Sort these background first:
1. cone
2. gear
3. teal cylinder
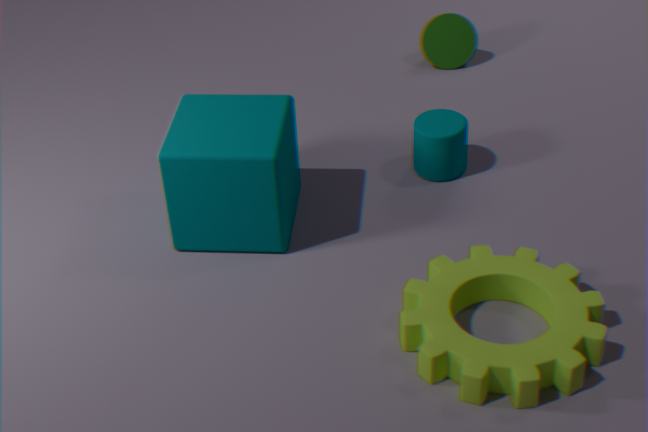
1. cone
2. teal cylinder
3. gear
